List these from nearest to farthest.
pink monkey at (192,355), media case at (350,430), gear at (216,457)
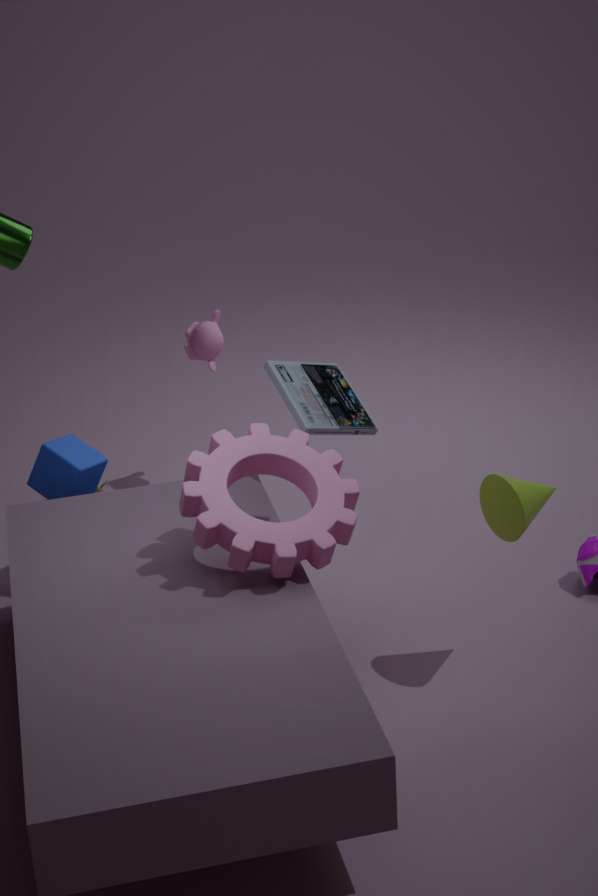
gear at (216,457) < media case at (350,430) < pink monkey at (192,355)
